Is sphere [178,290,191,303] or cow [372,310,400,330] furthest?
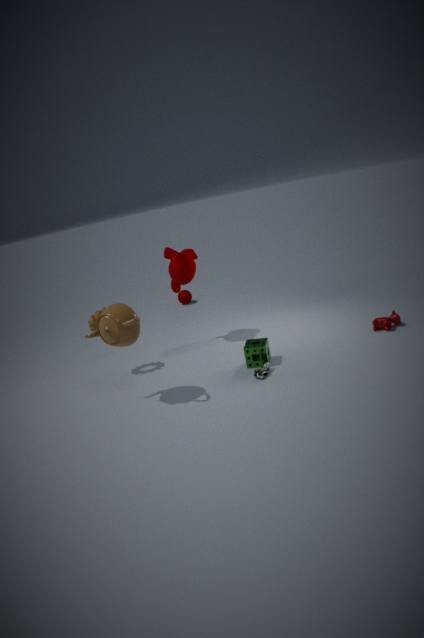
sphere [178,290,191,303]
